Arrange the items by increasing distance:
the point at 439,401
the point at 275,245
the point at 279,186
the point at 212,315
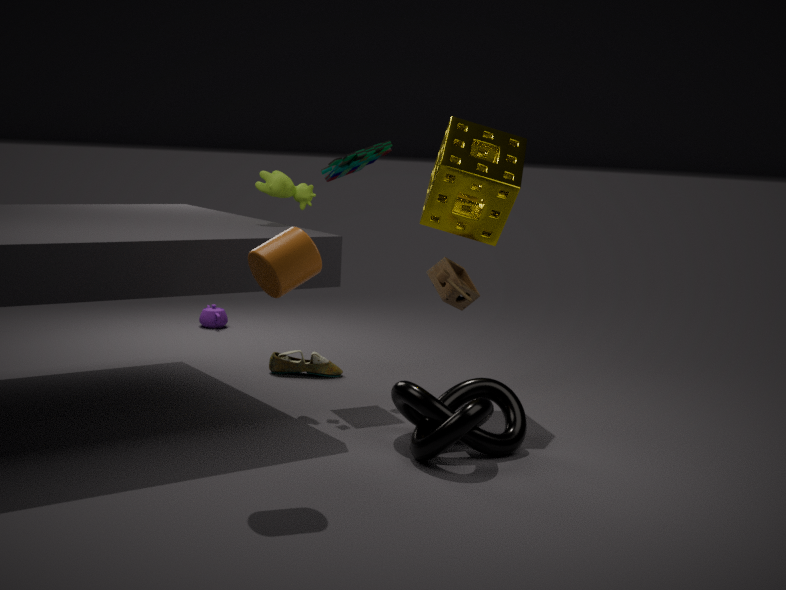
the point at 275,245
the point at 439,401
the point at 279,186
the point at 212,315
